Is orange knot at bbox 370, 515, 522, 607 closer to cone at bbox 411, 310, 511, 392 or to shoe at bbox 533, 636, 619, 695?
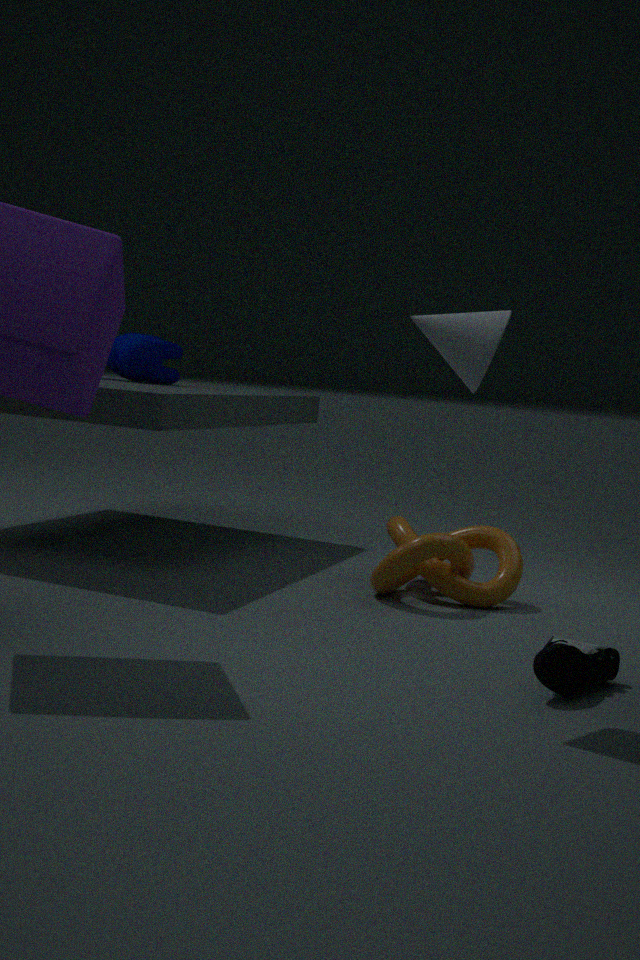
shoe at bbox 533, 636, 619, 695
